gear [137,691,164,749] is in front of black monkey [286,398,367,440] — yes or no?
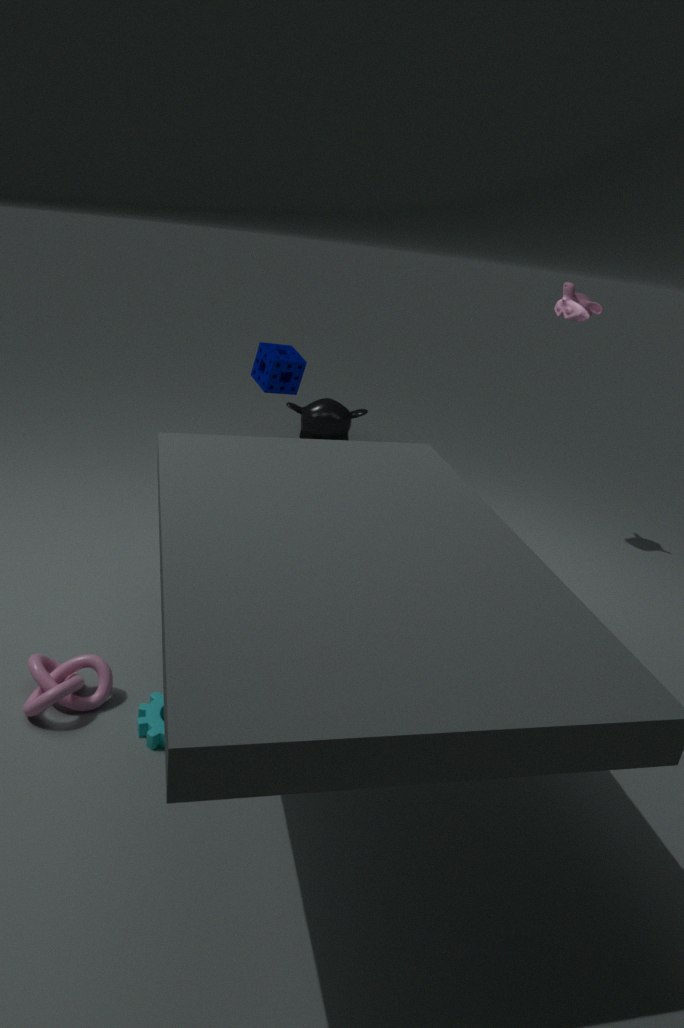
Yes
